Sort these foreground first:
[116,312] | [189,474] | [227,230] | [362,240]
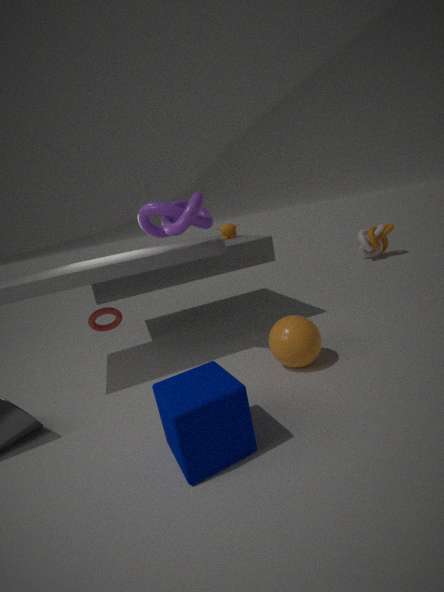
[189,474] → [116,312] → [227,230] → [362,240]
